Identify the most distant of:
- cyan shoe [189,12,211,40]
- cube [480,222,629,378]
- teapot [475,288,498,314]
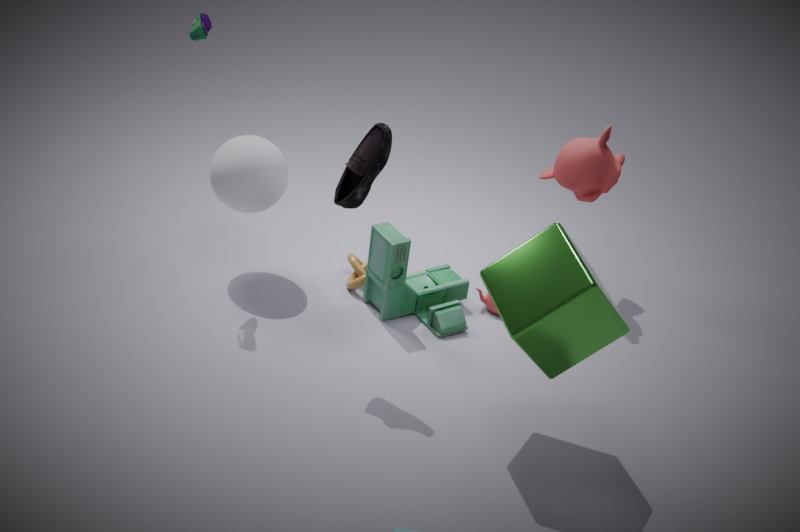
teapot [475,288,498,314]
